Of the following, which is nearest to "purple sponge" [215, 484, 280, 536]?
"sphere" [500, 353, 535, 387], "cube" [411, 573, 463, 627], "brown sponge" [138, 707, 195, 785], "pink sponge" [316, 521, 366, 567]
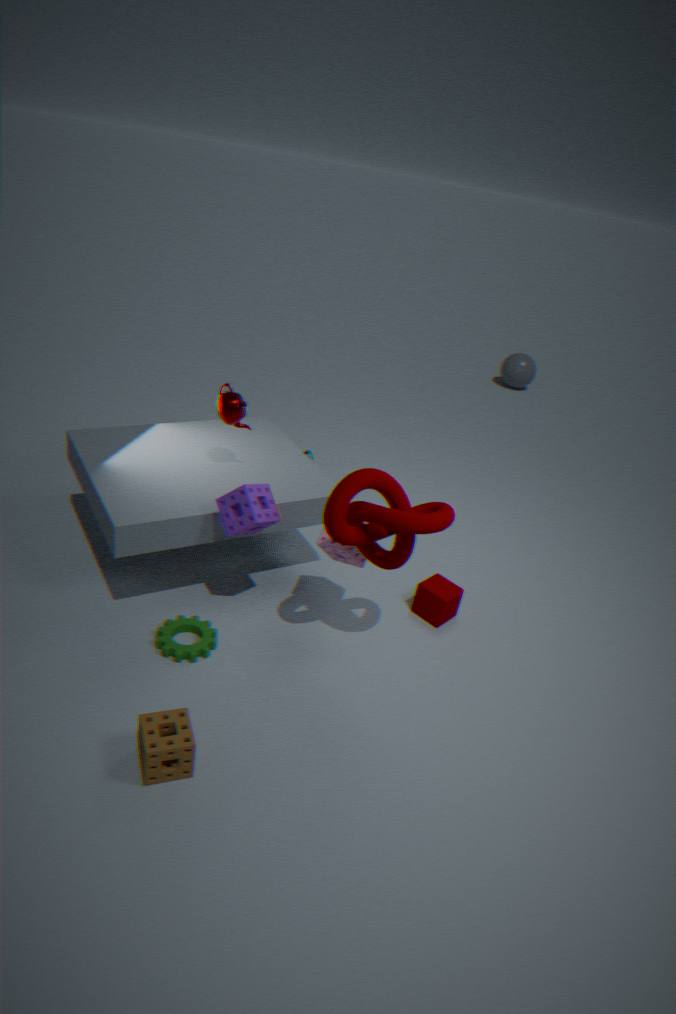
"pink sponge" [316, 521, 366, 567]
